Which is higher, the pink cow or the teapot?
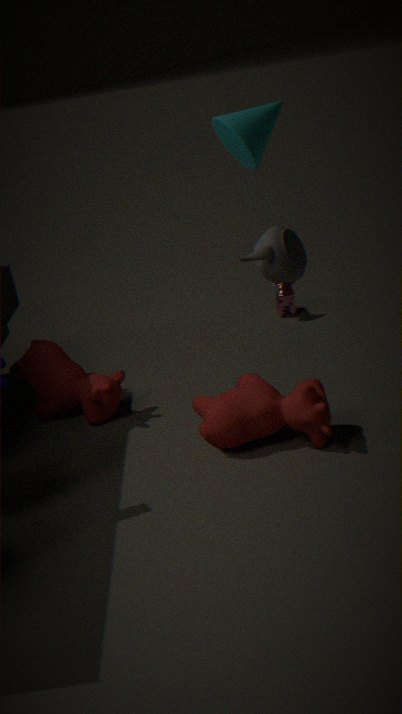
the teapot
